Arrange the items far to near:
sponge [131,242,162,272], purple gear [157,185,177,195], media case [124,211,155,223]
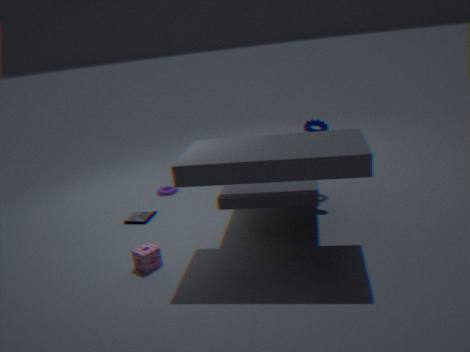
1. purple gear [157,185,177,195]
2. media case [124,211,155,223]
3. sponge [131,242,162,272]
